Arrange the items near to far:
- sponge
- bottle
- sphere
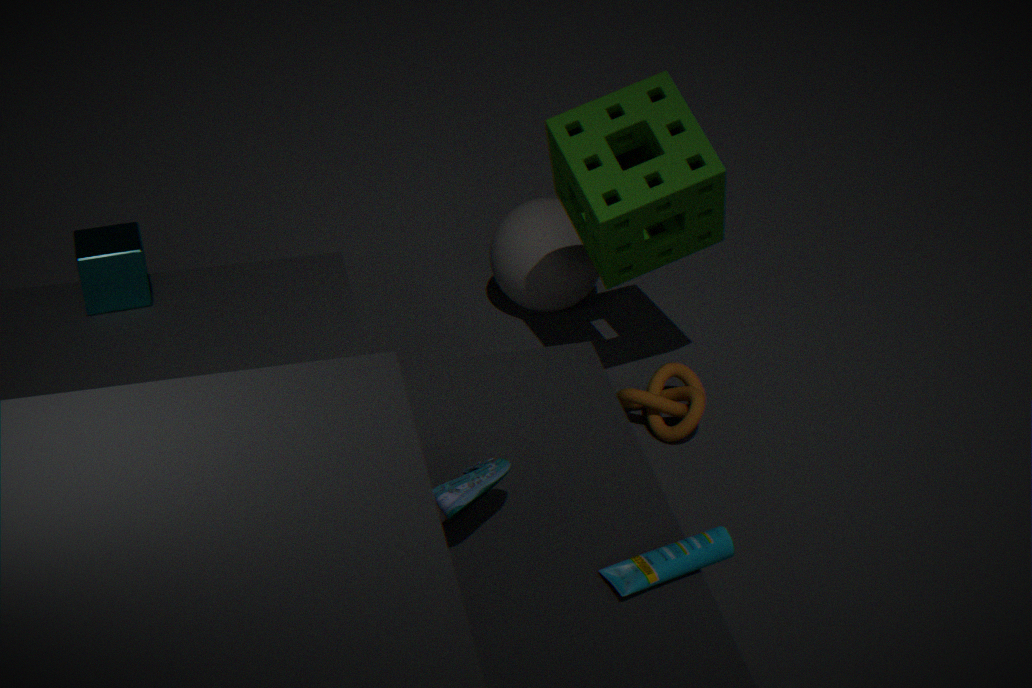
1. bottle
2. sponge
3. sphere
